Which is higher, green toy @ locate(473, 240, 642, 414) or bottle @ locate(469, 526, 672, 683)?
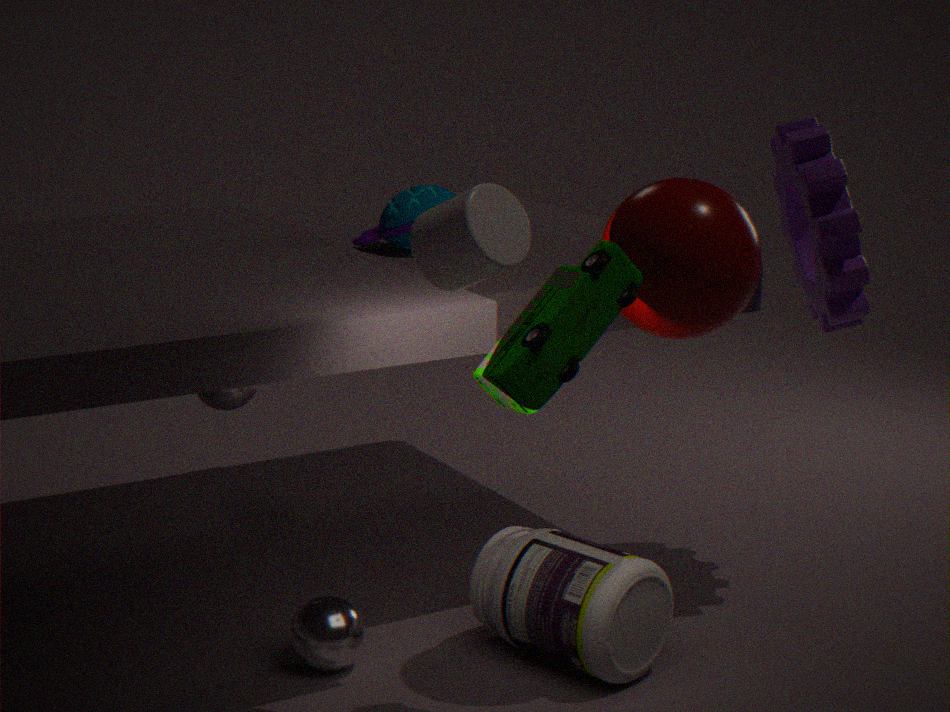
green toy @ locate(473, 240, 642, 414)
